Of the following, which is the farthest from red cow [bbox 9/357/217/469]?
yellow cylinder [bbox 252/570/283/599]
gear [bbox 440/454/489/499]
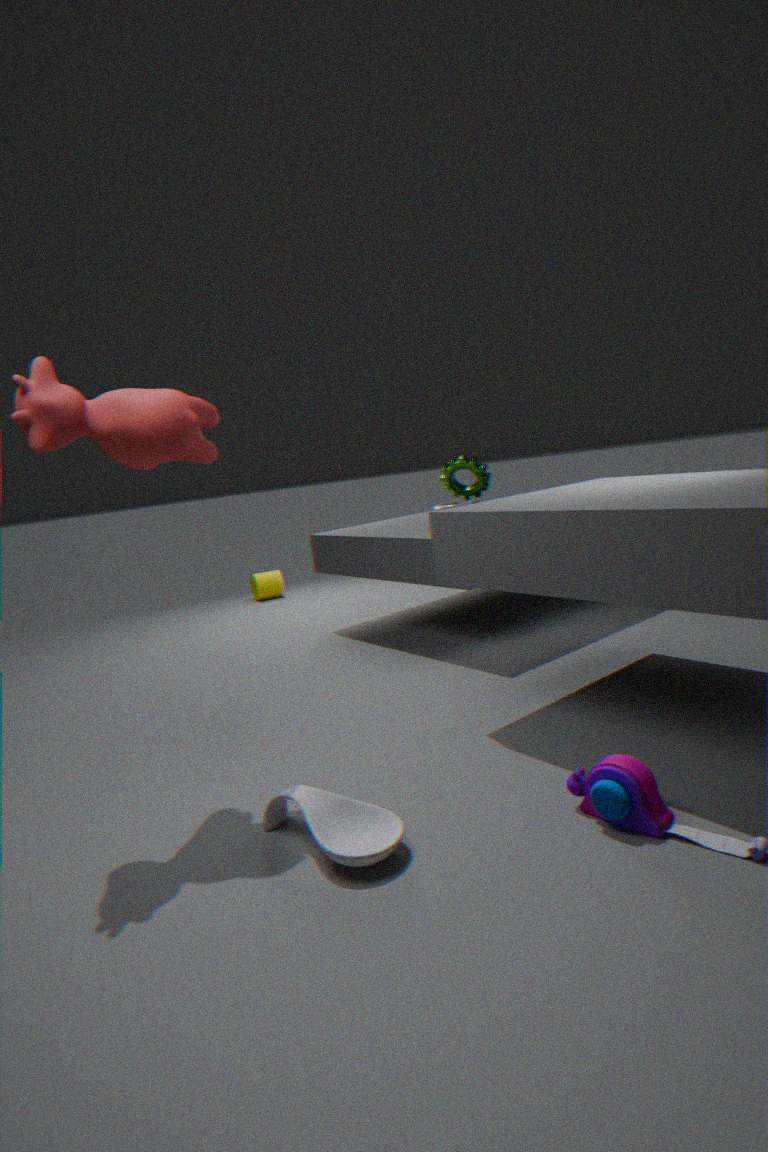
yellow cylinder [bbox 252/570/283/599]
